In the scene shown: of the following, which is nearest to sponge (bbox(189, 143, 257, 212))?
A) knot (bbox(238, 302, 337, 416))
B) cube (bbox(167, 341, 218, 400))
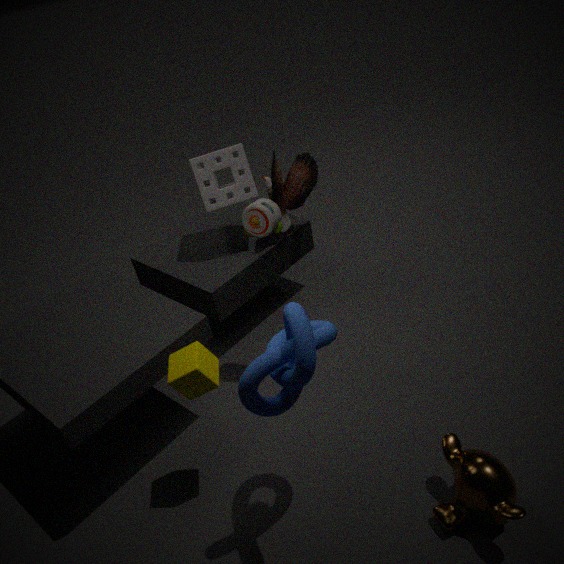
cube (bbox(167, 341, 218, 400))
